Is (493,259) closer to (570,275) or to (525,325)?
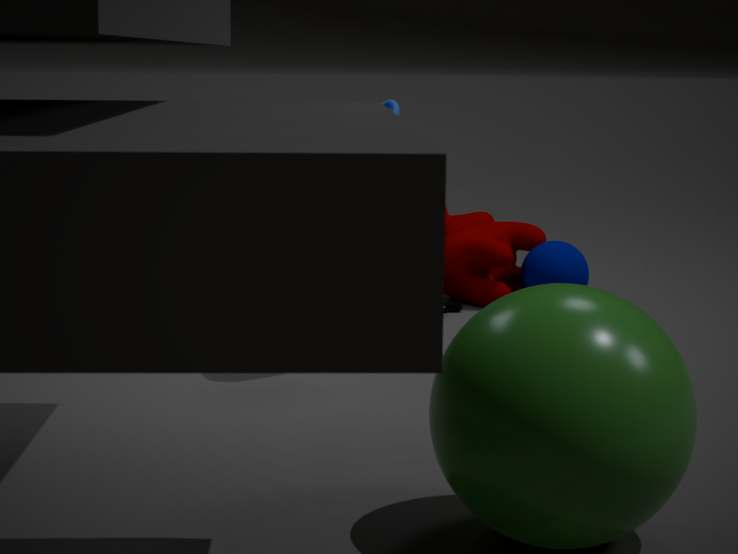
(570,275)
